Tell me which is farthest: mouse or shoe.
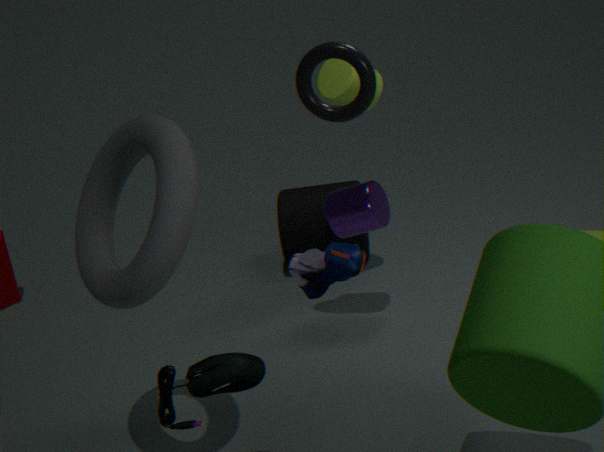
mouse
